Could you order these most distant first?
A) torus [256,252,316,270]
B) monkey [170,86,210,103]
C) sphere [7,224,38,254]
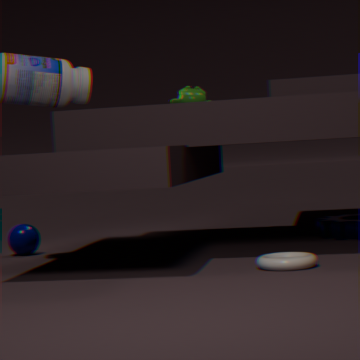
monkey [170,86,210,103], sphere [7,224,38,254], torus [256,252,316,270]
